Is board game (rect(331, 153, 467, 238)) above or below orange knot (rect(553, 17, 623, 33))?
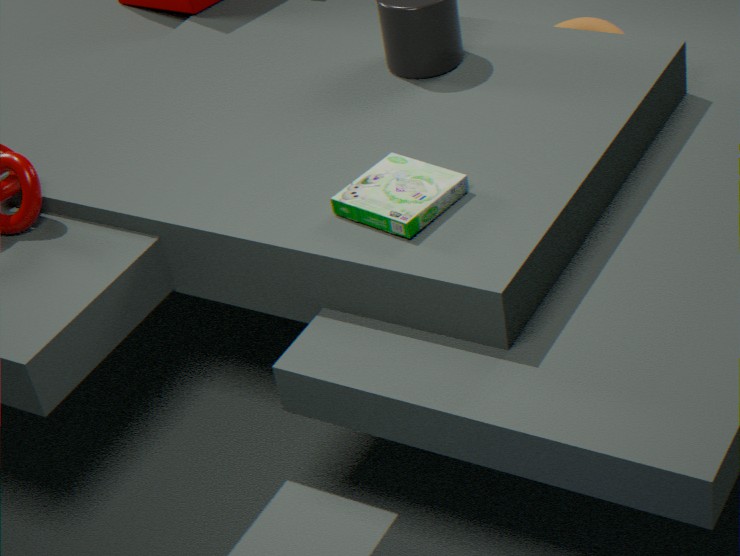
above
